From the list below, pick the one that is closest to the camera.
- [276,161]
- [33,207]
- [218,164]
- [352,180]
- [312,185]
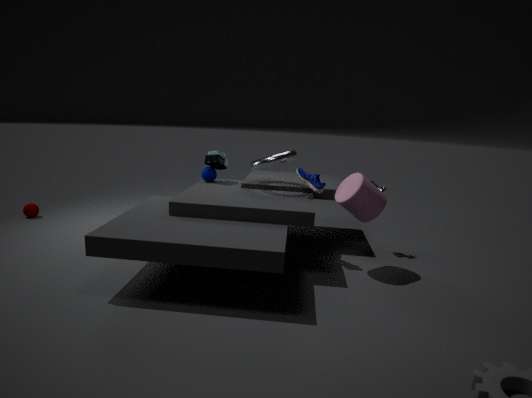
[352,180]
